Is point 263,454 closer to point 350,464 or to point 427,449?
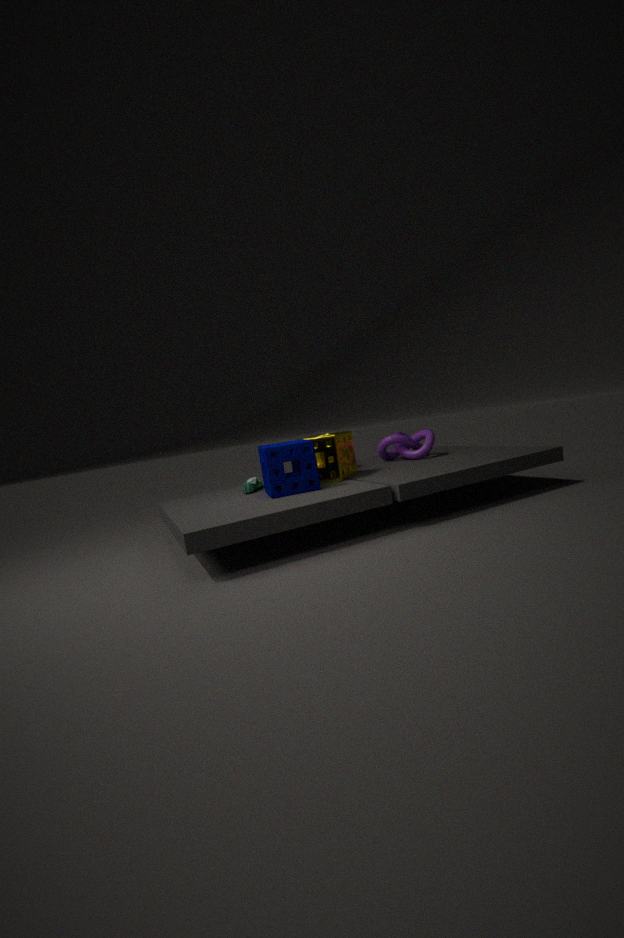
point 350,464
